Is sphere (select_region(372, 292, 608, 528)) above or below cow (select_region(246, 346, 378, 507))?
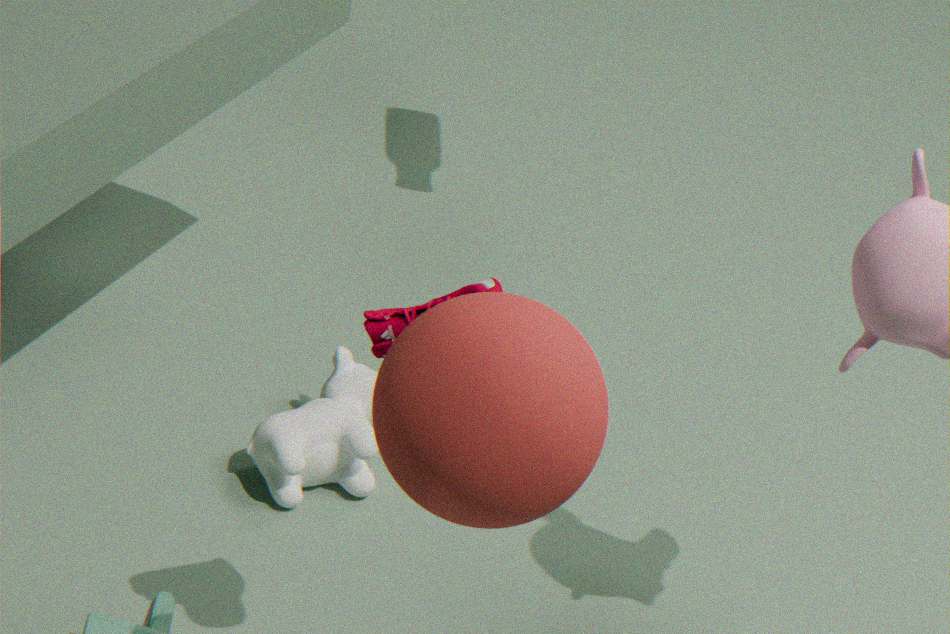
above
